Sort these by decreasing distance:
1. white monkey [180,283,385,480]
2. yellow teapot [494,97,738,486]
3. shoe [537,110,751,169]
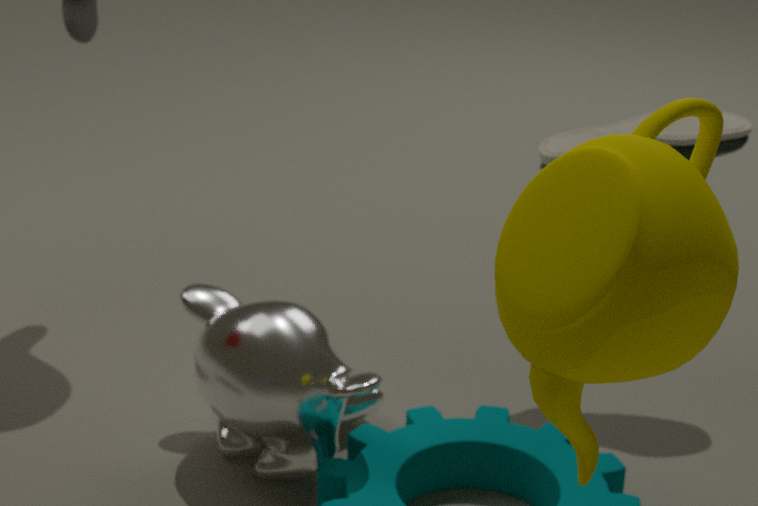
shoe [537,110,751,169] → white monkey [180,283,385,480] → yellow teapot [494,97,738,486]
